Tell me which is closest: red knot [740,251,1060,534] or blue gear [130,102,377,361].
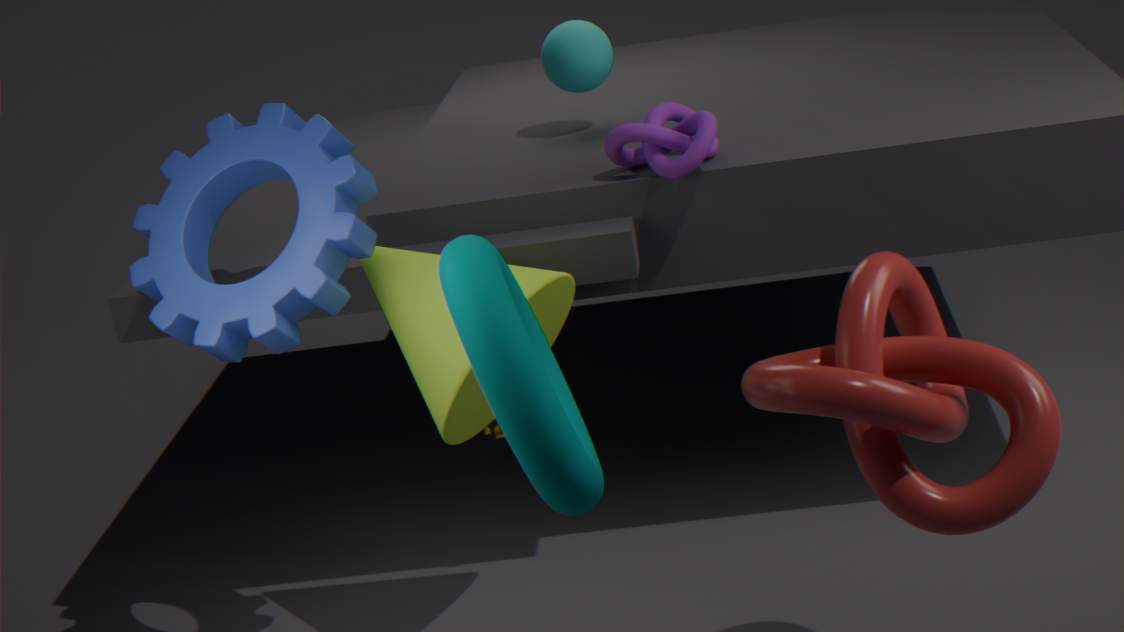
red knot [740,251,1060,534]
